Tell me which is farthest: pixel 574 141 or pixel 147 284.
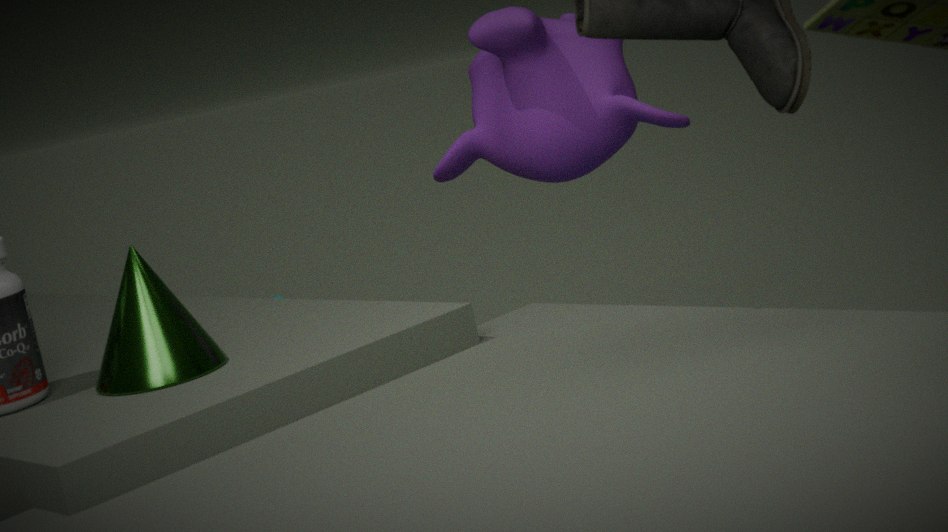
pixel 574 141
